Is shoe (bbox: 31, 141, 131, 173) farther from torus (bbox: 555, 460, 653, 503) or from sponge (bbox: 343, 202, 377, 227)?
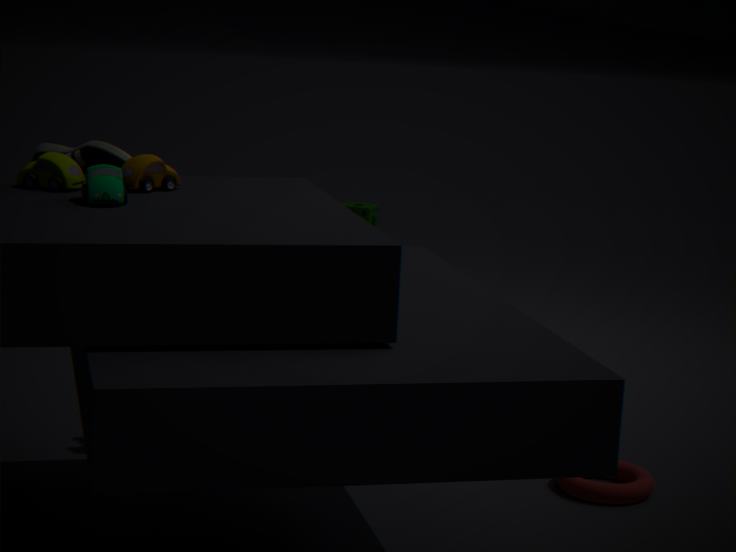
sponge (bbox: 343, 202, 377, 227)
